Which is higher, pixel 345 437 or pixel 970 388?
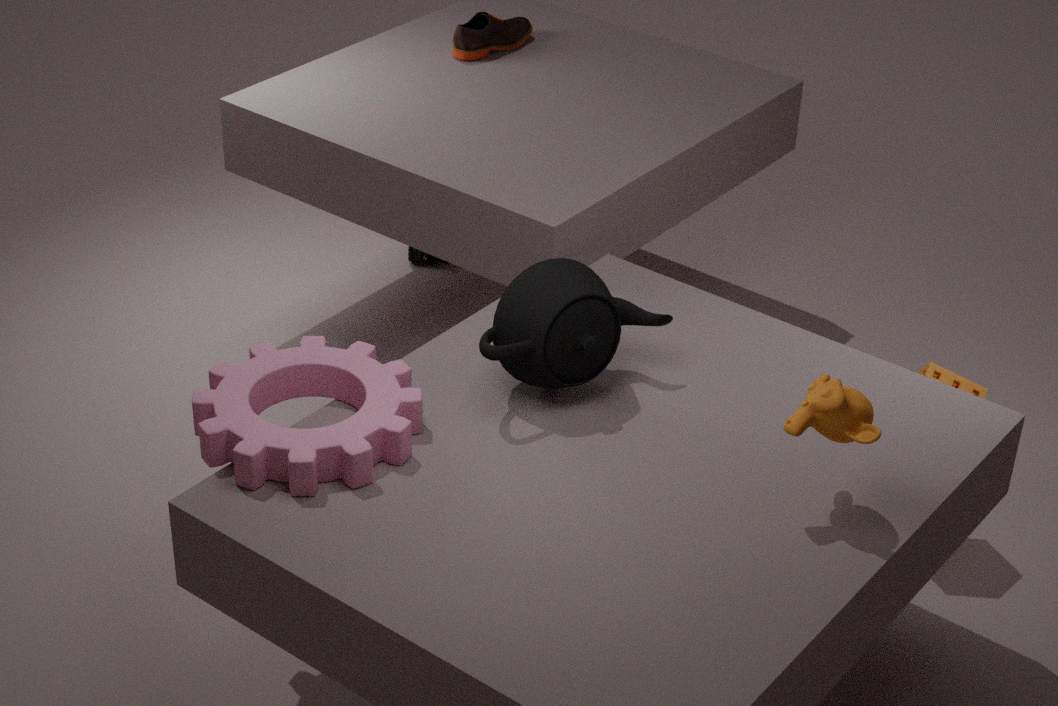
pixel 345 437
